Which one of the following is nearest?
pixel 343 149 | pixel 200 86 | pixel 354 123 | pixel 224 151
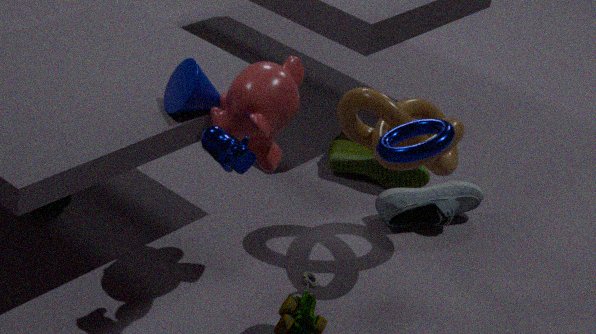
pixel 224 151
